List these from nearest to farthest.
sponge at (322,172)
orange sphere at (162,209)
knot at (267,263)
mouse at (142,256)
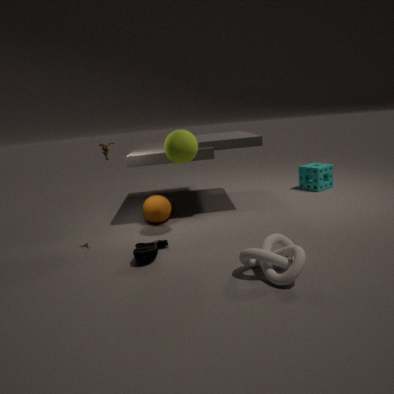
knot at (267,263)
mouse at (142,256)
orange sphere at (162,209)
sponge at (322,172)
